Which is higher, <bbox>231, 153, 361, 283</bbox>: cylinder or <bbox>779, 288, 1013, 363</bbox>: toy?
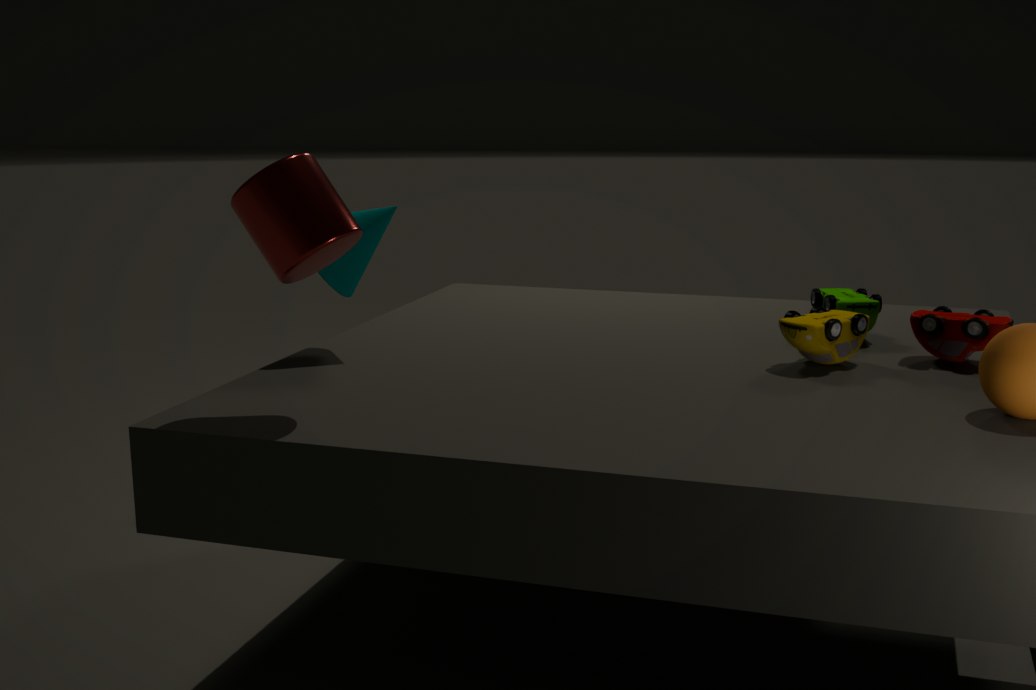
<bbox>231, 153, 361, 283</bbox>: cylinder
